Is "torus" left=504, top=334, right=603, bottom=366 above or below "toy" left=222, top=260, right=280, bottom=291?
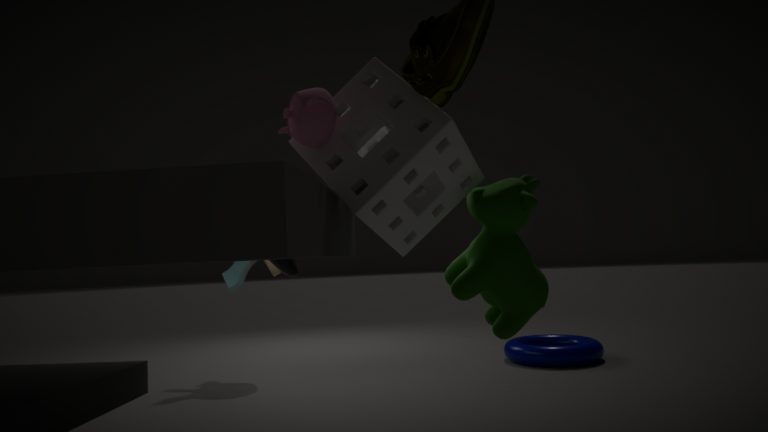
below
